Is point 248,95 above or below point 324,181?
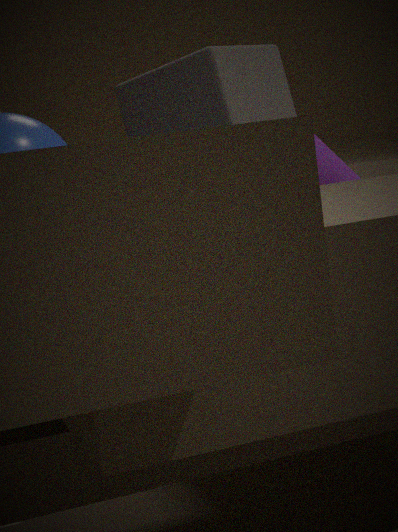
above
